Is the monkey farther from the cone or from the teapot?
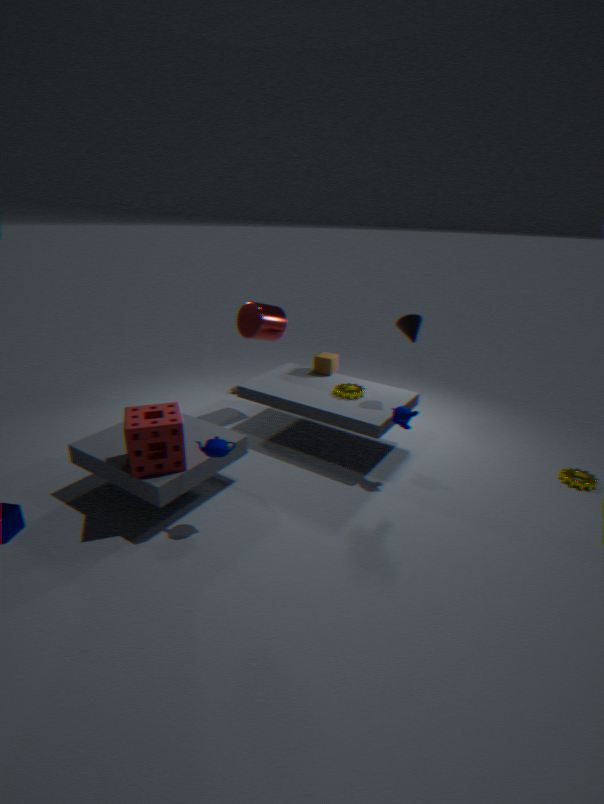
the teapot
